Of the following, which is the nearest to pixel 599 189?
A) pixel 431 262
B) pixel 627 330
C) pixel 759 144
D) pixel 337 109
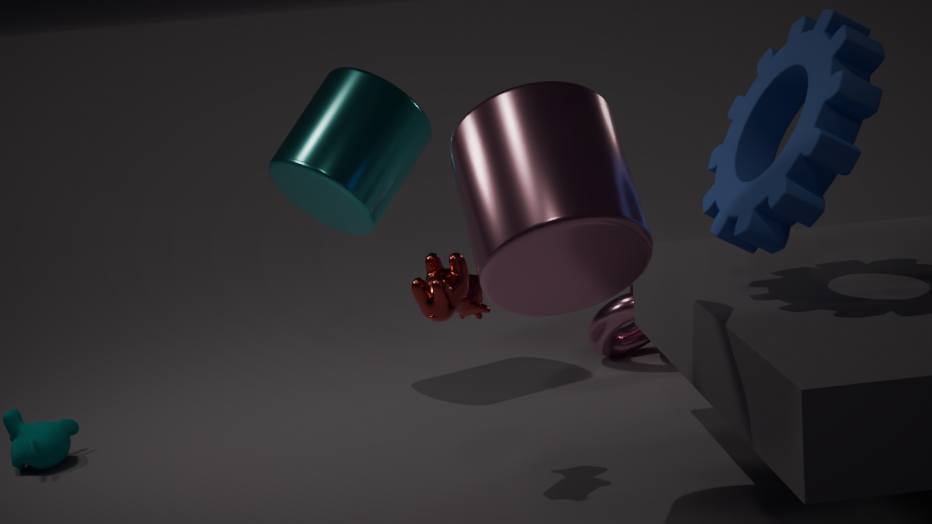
pixel 431 262
